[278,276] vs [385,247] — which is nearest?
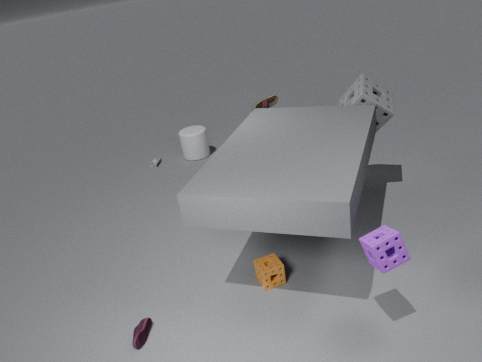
[385,247]
